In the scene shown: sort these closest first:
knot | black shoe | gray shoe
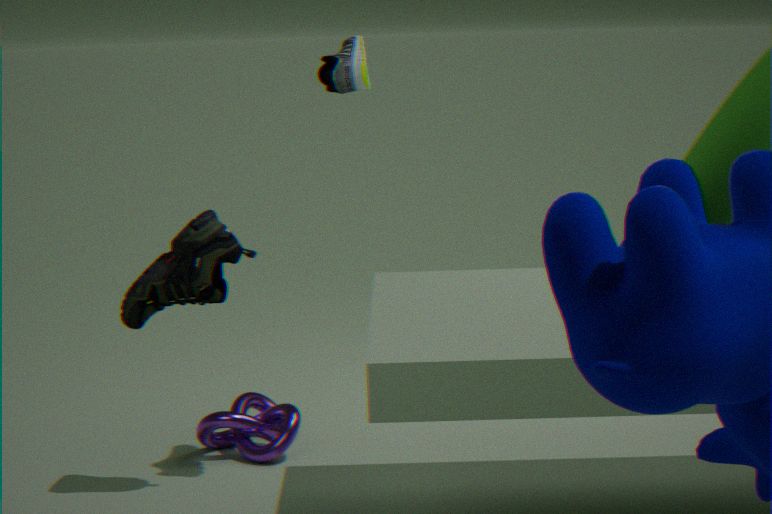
gray shoe → black shoe → knot
